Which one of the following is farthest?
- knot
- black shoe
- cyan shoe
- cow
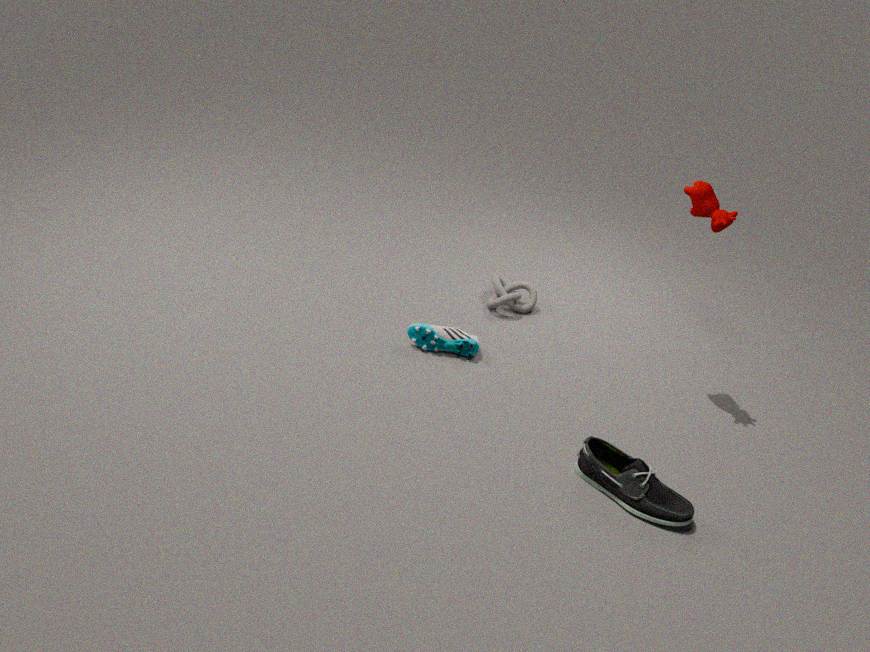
knot
